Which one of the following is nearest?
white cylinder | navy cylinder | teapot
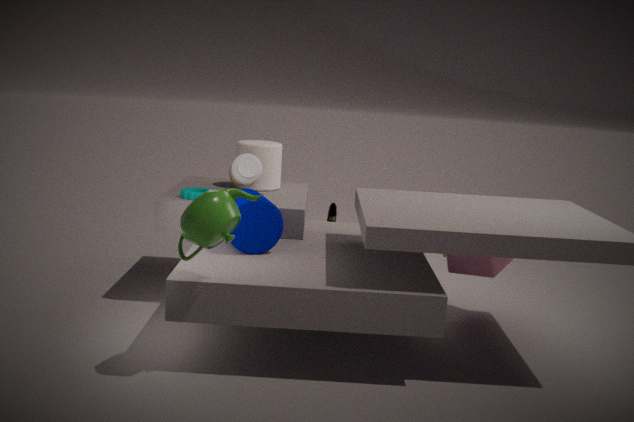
teapot
